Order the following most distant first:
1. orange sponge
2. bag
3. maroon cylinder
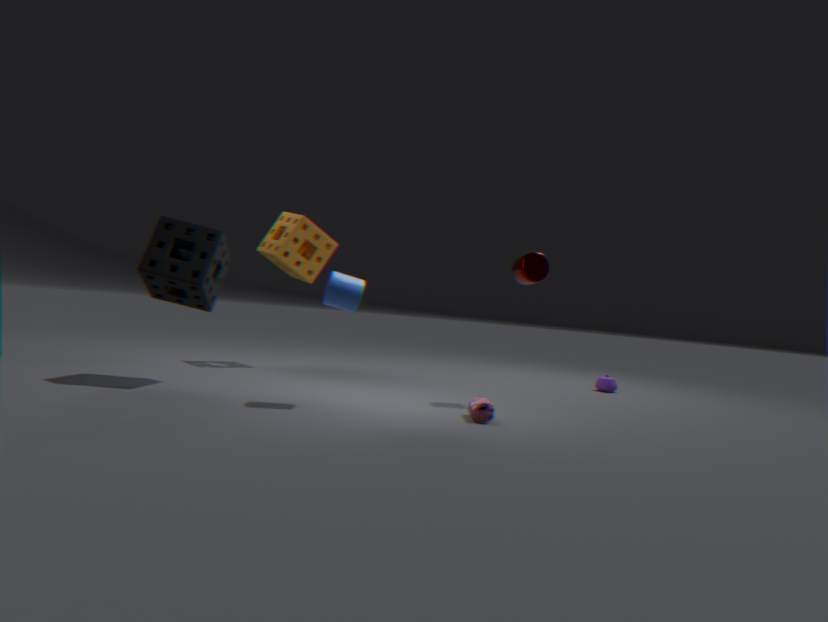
orange sponge < maroon cylinder < bag
